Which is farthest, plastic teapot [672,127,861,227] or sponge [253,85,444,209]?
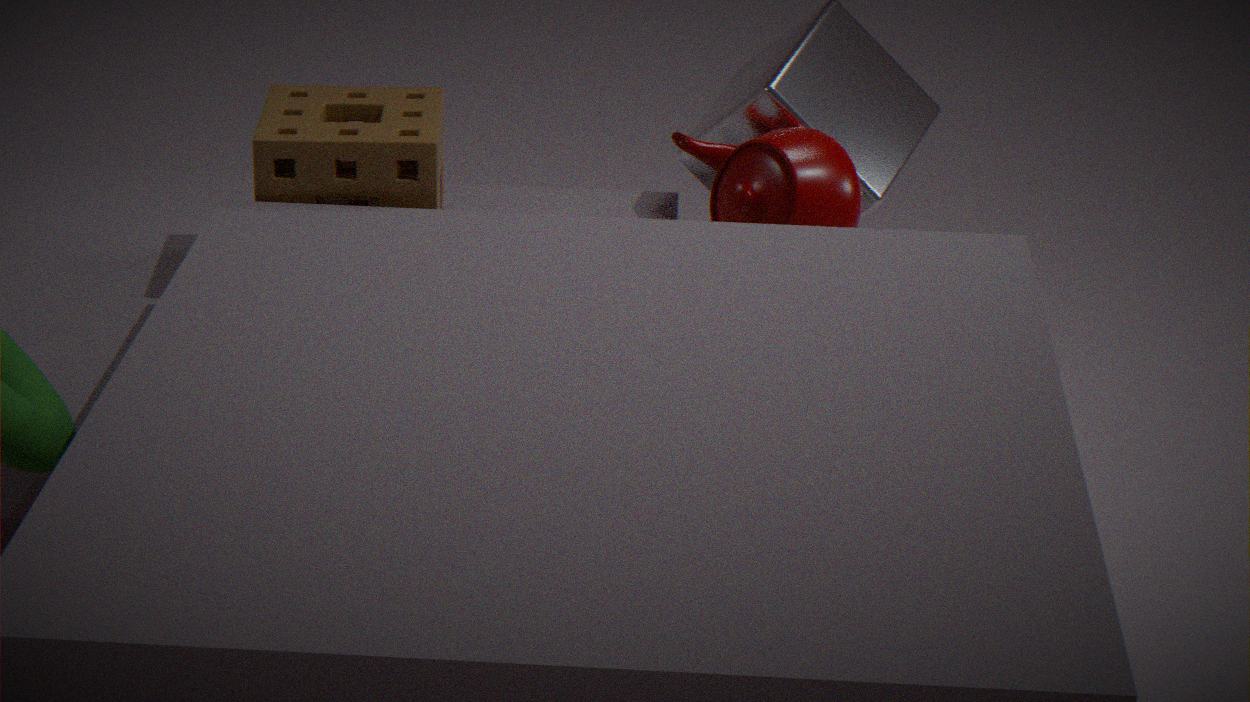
plastic teapot [672,127,861,227]
